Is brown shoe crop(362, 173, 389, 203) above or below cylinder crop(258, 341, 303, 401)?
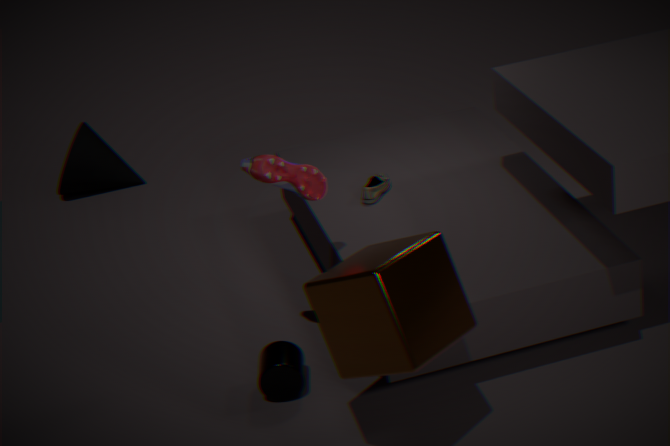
above
